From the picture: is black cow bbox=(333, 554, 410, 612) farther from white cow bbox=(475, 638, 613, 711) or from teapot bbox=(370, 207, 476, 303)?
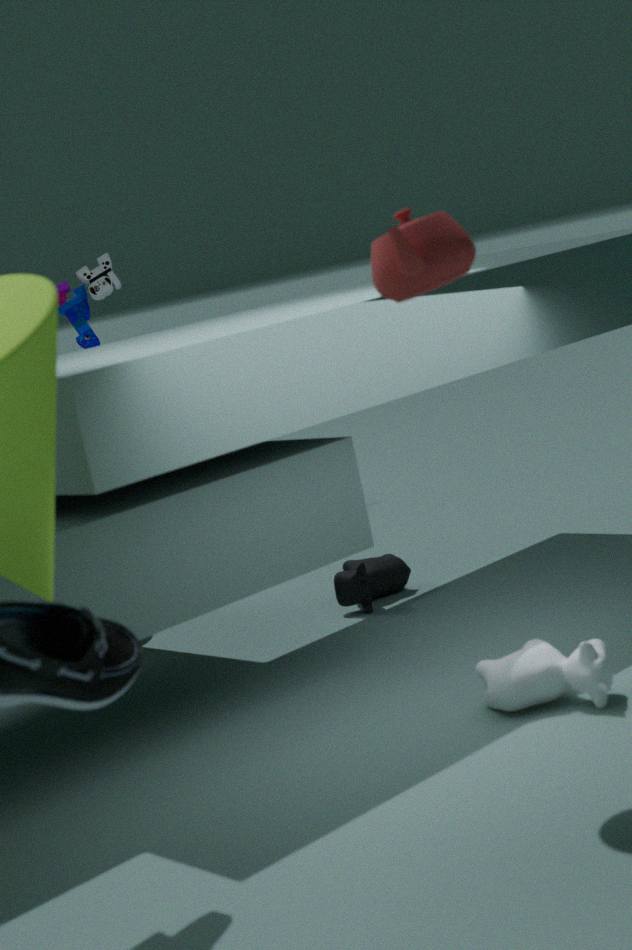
teapot bbox=(370, 207, 476, 303)
